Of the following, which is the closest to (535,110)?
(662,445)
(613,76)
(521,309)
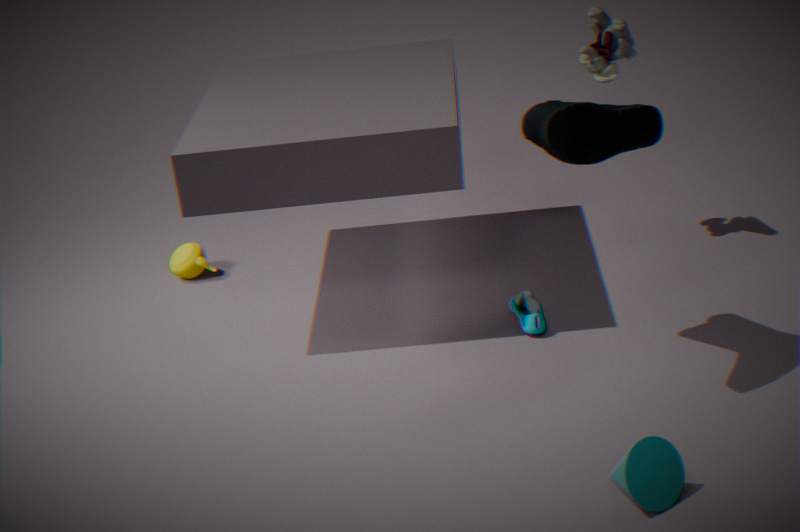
(521,309)
